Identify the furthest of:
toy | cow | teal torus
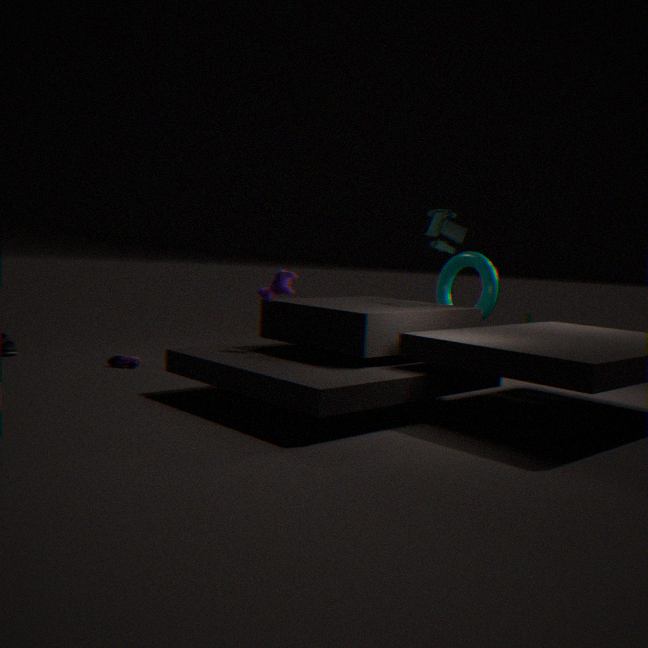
teal torus
